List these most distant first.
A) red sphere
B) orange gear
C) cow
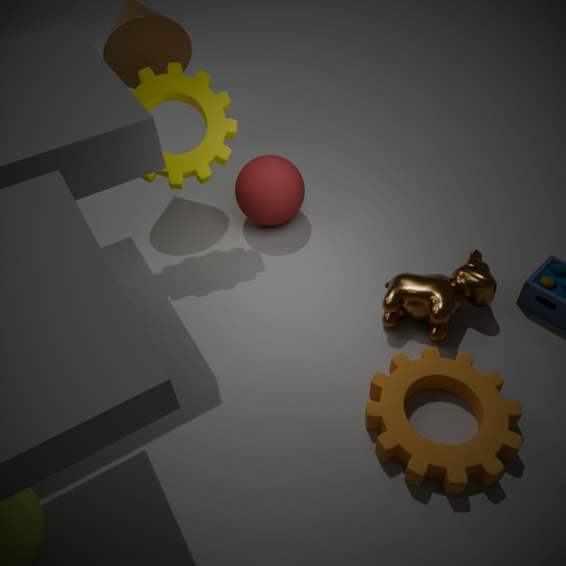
1. red sphere
2. cow
3. orange gear
